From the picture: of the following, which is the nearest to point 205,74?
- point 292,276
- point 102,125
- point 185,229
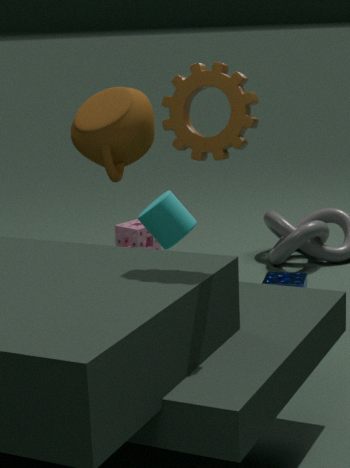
point 102,125
